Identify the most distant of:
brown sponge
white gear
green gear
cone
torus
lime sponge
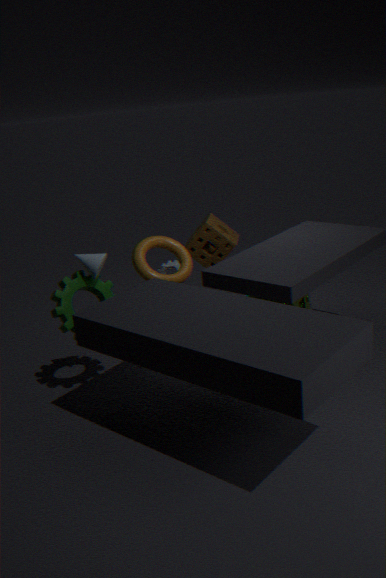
brown sponge
